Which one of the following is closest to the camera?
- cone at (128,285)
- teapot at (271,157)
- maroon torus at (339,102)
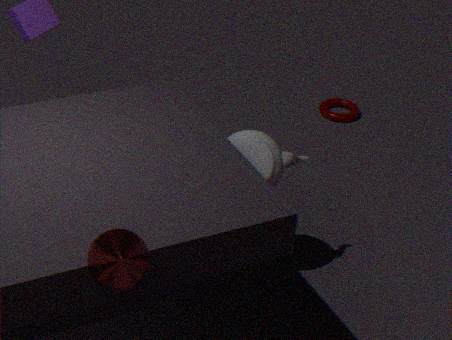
cone at (128,285)
